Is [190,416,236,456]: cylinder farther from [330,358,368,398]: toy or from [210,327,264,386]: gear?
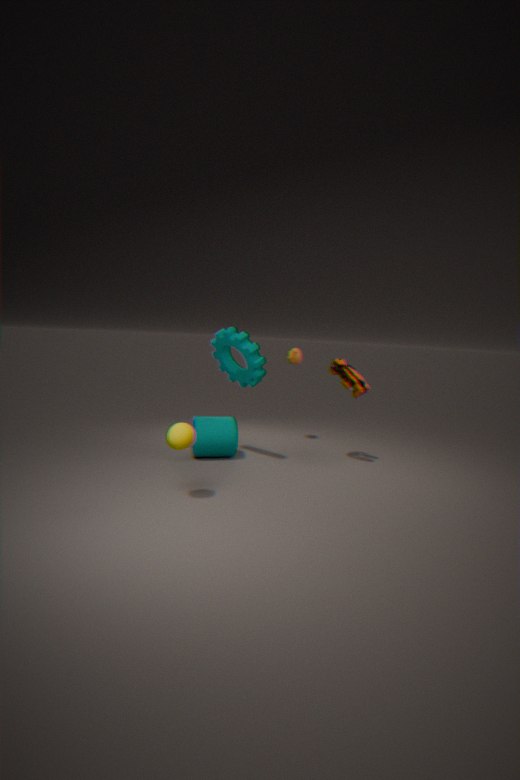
[330,358,368,398]: toy
